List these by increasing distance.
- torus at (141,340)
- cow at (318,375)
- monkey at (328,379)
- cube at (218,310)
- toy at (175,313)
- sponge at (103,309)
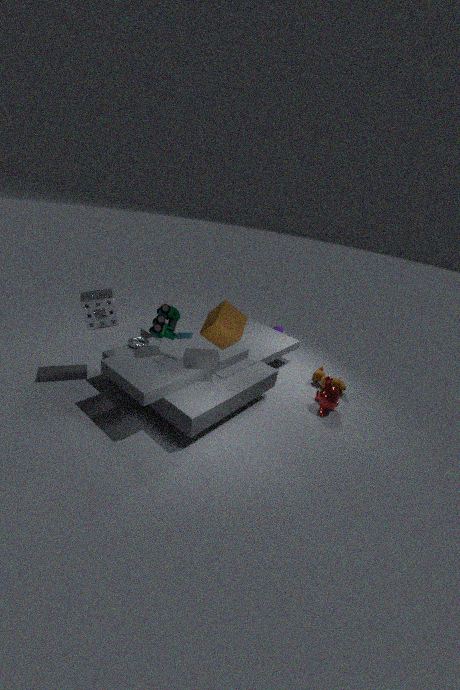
cube at (218,310) → toy at (175,313) → sponge at (103,309) → monkey at (328,379) → torus at (141,340) → cow at (318,375)
